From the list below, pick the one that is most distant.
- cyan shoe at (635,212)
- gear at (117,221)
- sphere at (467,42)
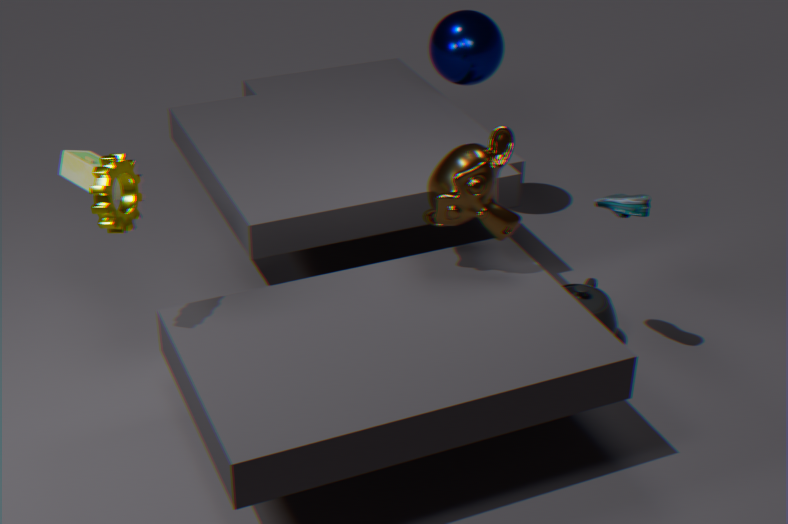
sphere at (467,42)
